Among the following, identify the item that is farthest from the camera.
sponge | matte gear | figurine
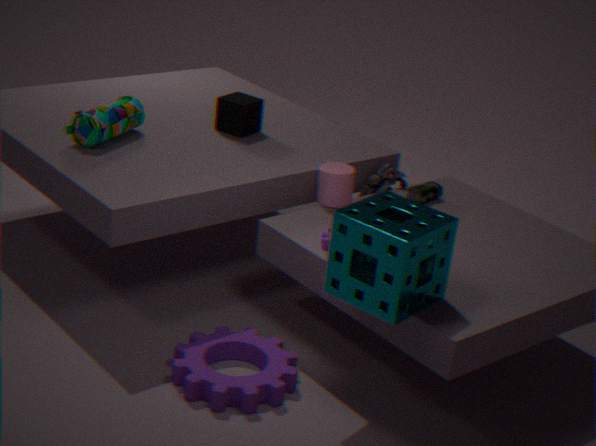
figurine
